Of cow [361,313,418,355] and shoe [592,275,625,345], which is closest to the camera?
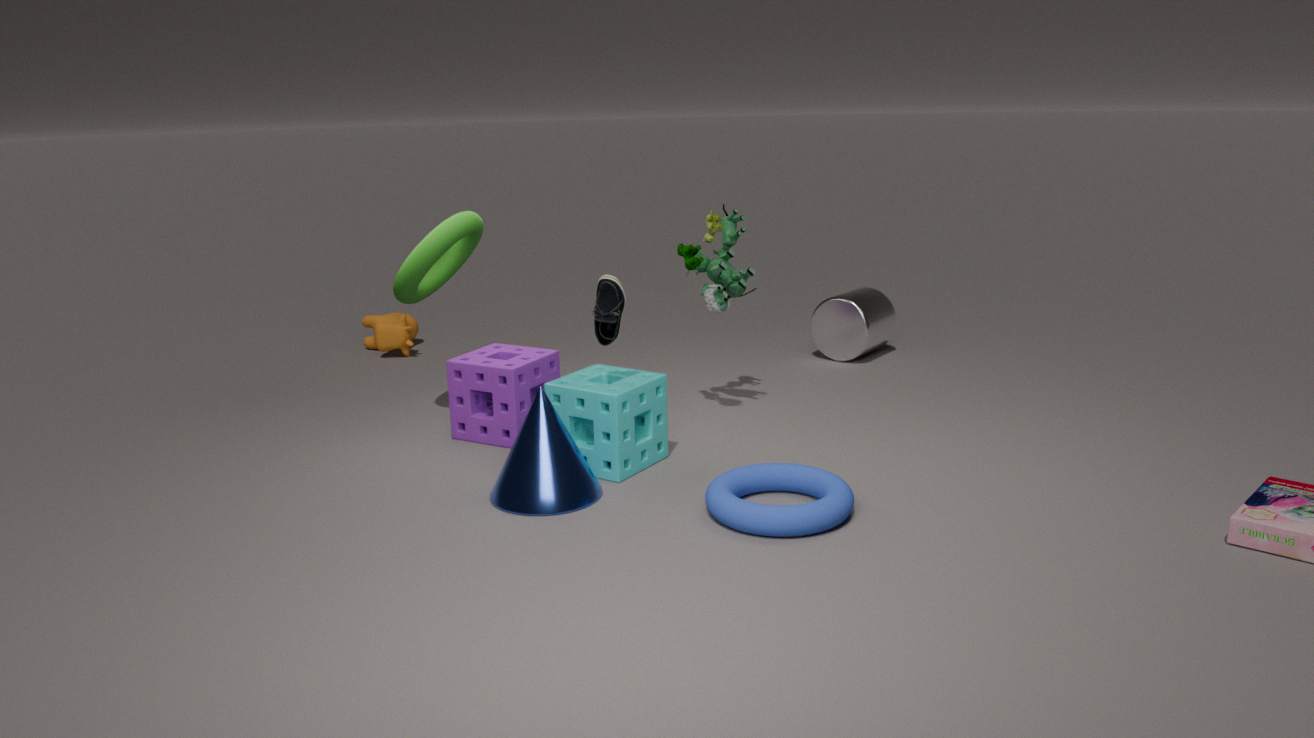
shoe [592,275,625,345]
